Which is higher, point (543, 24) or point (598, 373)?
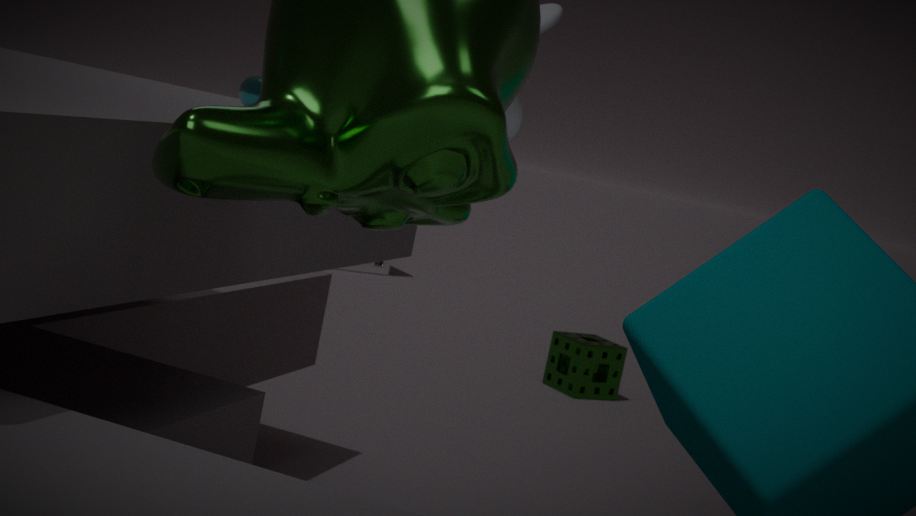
point (543, 24)
